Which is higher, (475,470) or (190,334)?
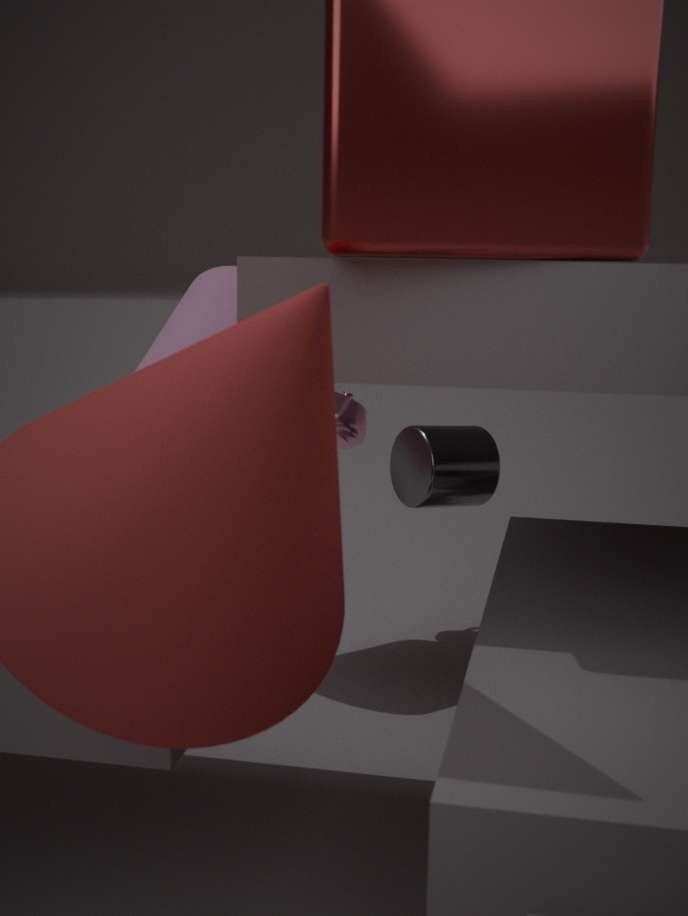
(190,334)
